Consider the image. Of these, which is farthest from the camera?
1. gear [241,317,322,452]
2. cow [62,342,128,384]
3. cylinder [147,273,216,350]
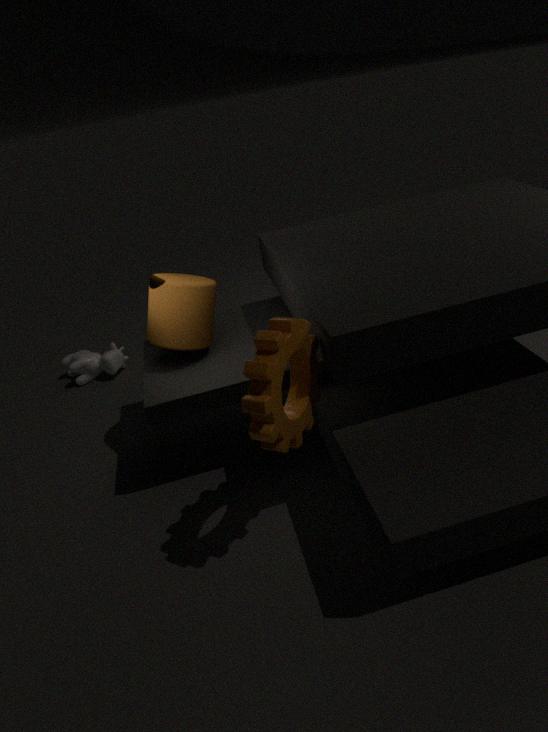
cow [62,342,128,384]
